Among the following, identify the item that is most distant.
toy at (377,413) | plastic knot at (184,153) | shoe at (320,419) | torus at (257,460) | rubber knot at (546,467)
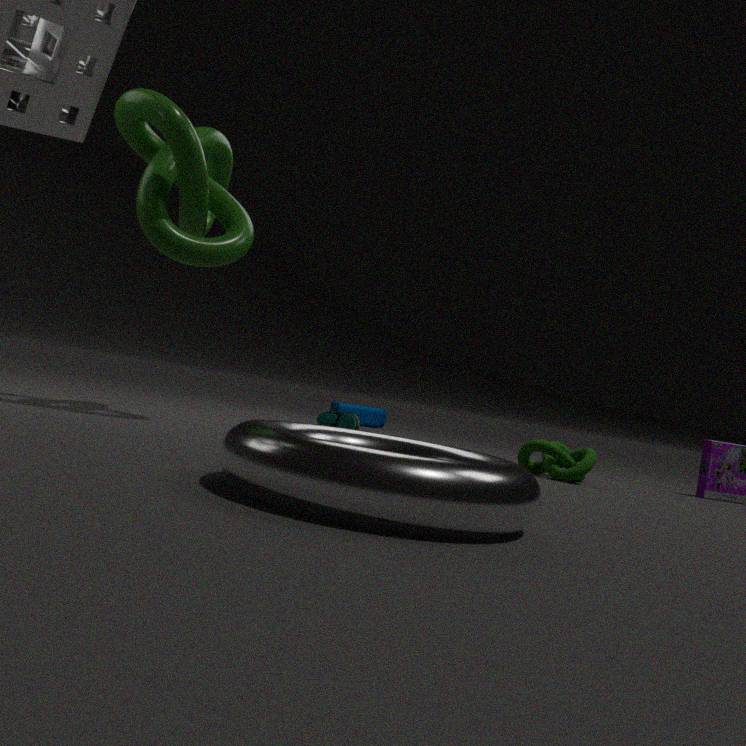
toy at (377,413)
